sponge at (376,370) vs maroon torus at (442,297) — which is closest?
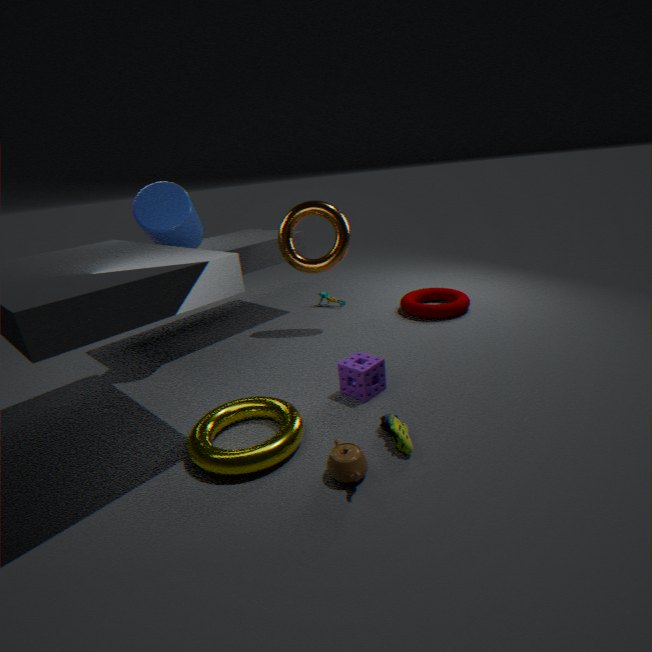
sponge at (376,370)
